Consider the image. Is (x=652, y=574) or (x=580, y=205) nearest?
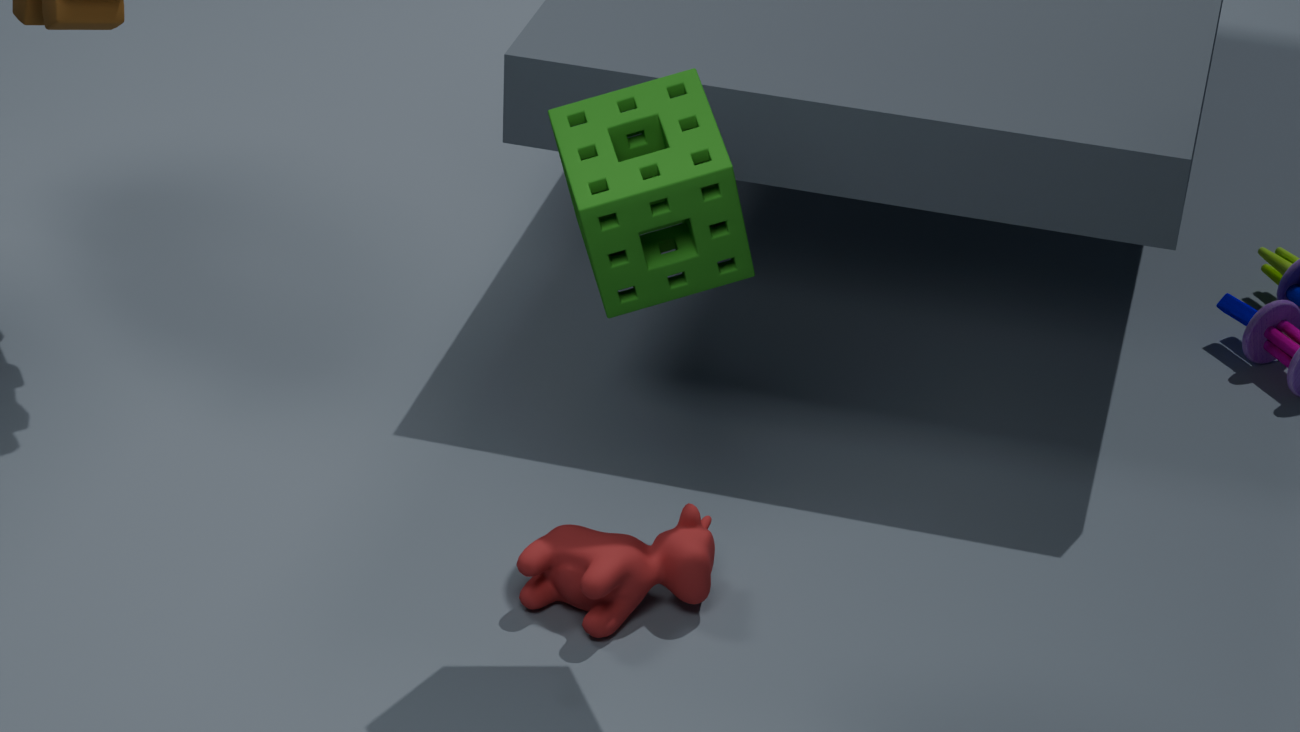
(x=580, y=205)
